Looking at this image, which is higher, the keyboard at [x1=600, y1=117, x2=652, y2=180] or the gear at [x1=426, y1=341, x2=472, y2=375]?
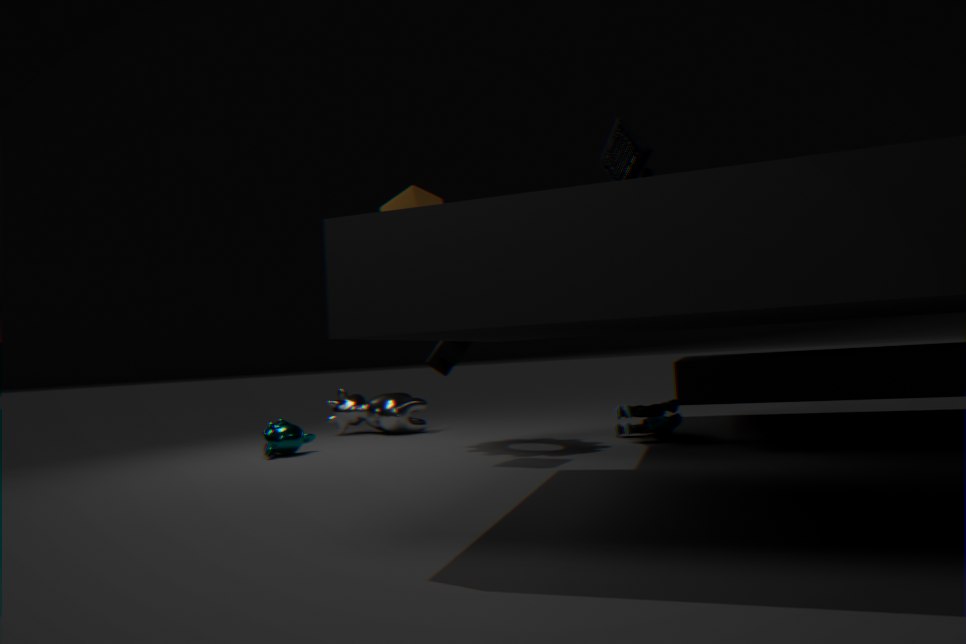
the keyboard at [x1=600, y1=117, x2=652, y2=180]
